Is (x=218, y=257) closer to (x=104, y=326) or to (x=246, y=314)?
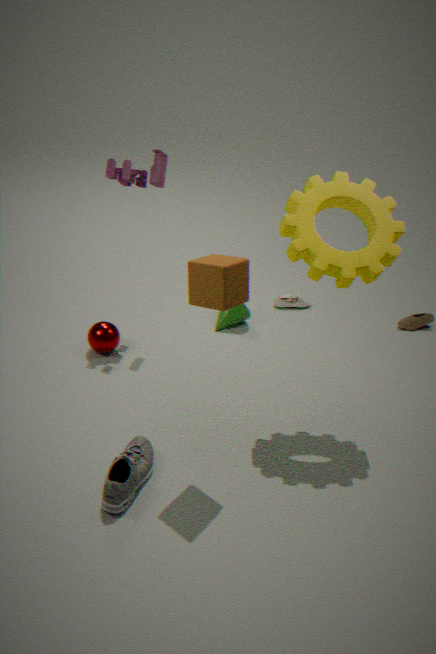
(x=104, y=326)
